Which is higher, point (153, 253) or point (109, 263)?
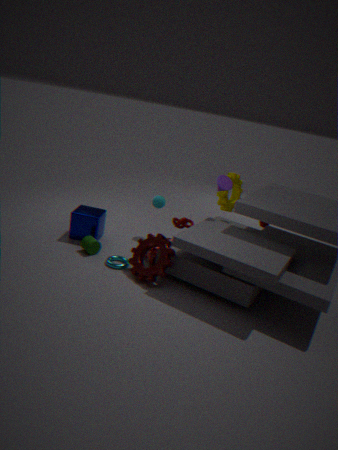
point (153, 253)
